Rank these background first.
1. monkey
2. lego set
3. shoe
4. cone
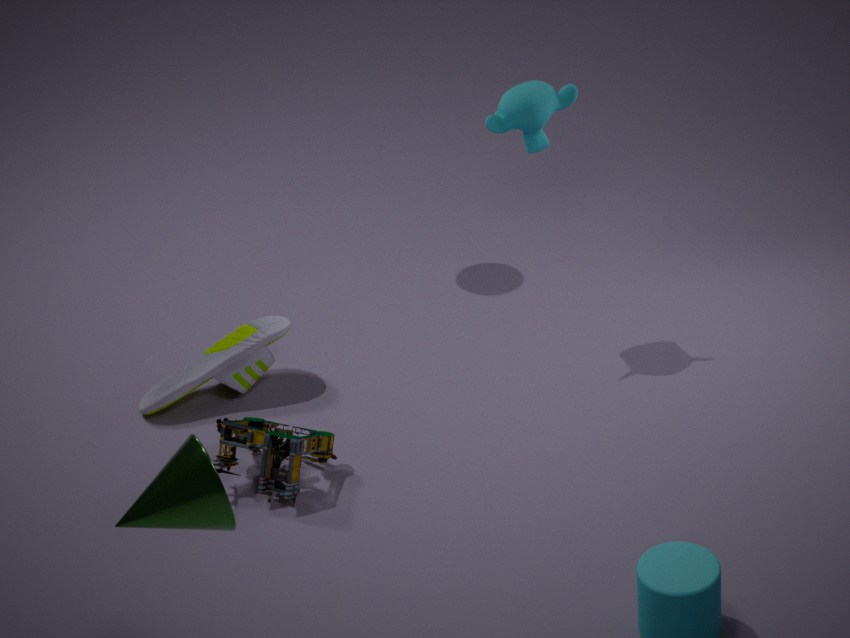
shoe, monkey, lego set, cone
